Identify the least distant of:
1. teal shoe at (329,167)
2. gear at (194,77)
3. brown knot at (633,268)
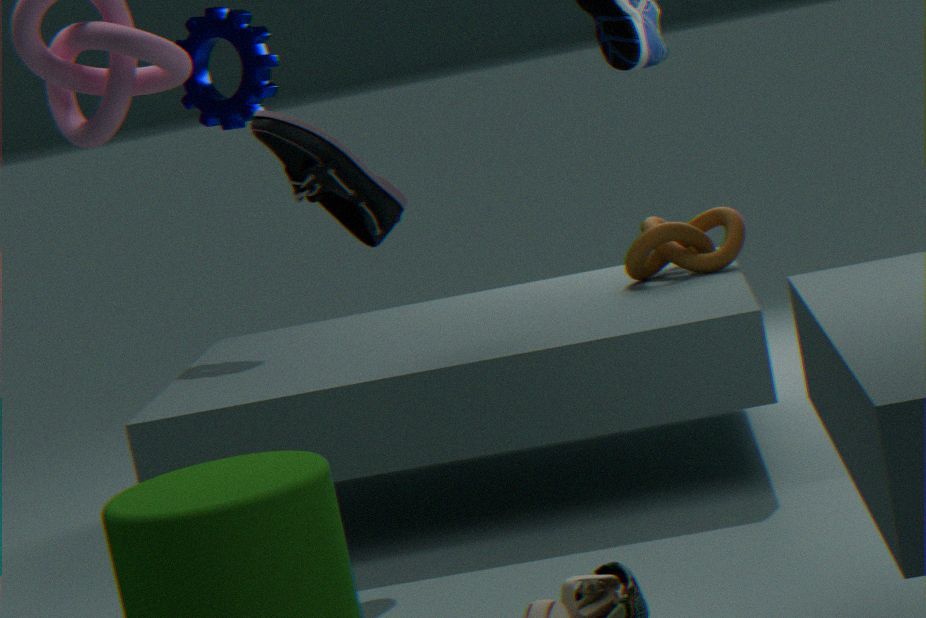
teal shoe at (329,167)
